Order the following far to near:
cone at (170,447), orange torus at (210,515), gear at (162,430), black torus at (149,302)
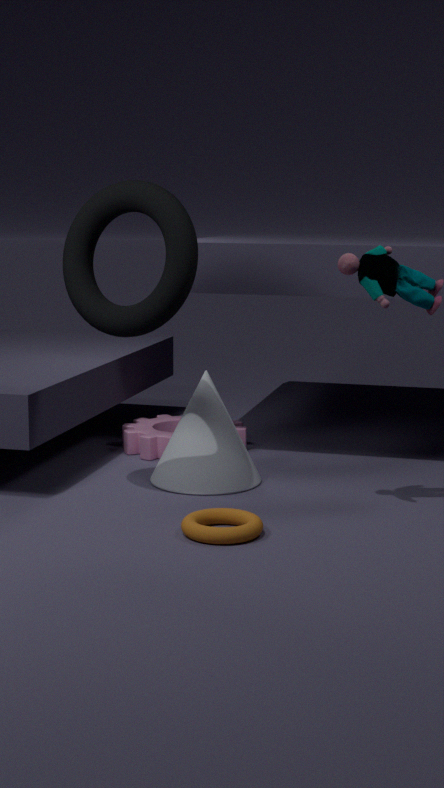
gear at (162,430), cone at (170,447), black torus at (149,302), orange torus at (210,515)
